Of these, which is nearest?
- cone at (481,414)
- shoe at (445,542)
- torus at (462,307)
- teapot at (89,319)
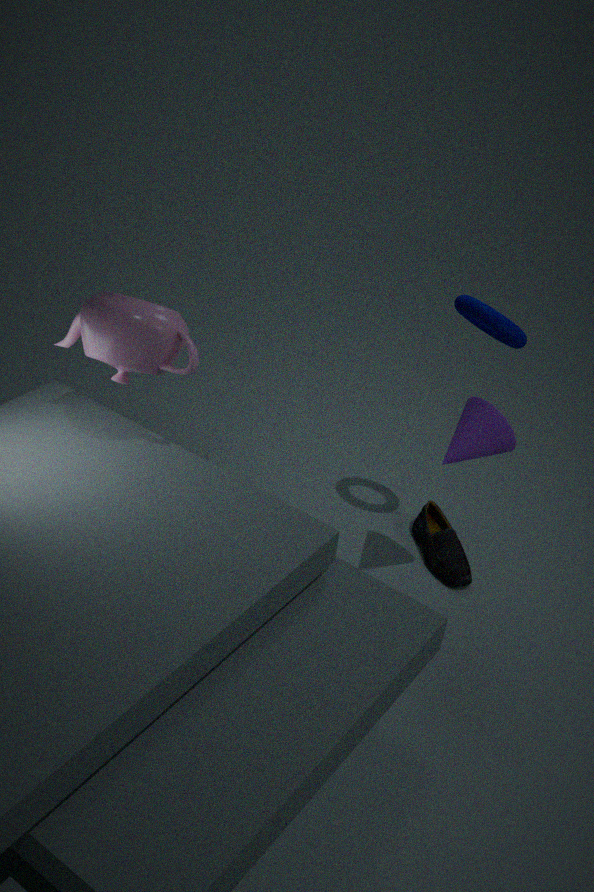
teapot at (89,319)
